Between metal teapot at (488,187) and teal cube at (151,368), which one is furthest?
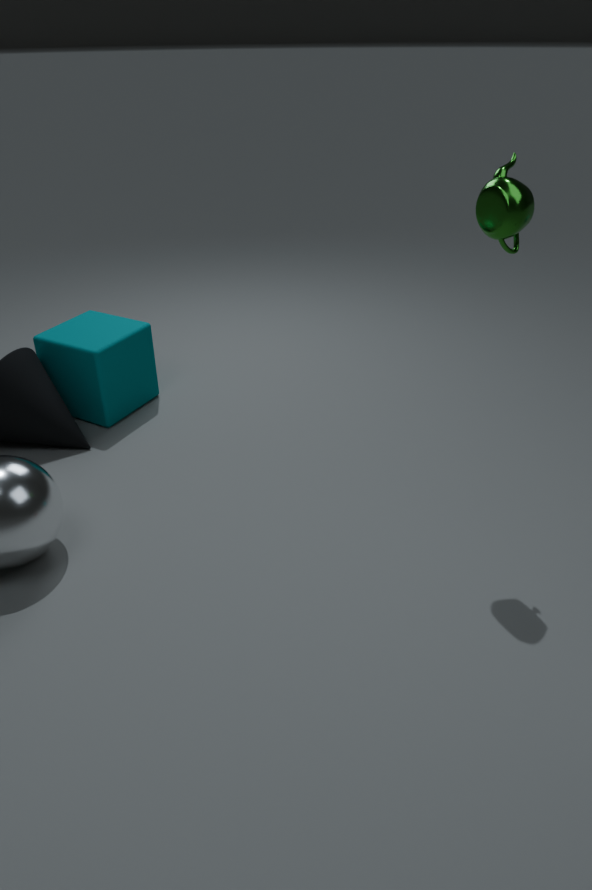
teal cube at (151,368)
